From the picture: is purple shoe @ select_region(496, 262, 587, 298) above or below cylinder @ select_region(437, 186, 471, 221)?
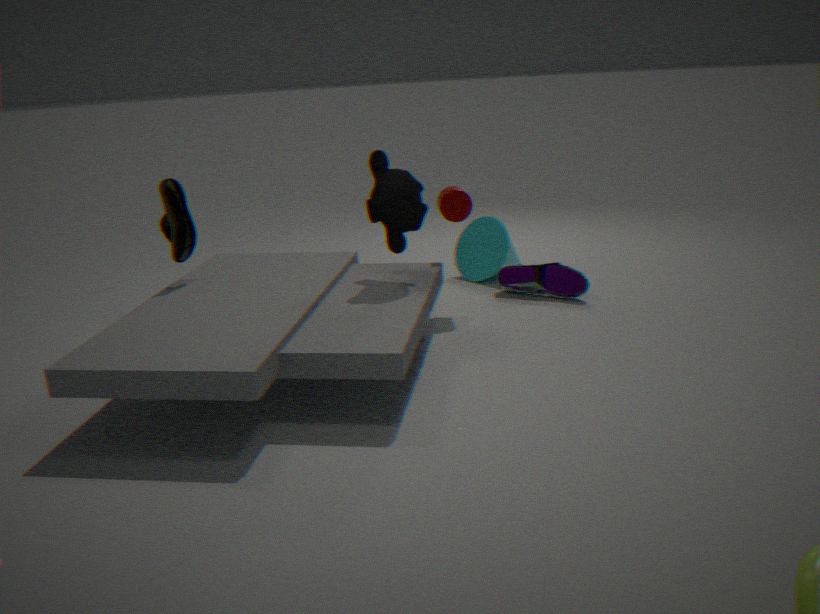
below
